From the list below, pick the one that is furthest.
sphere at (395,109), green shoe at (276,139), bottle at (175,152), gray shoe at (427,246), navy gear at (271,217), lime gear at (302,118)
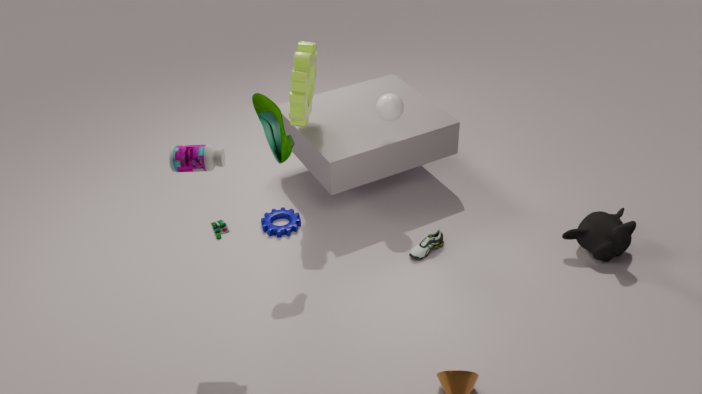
navy gear at (271,217)
